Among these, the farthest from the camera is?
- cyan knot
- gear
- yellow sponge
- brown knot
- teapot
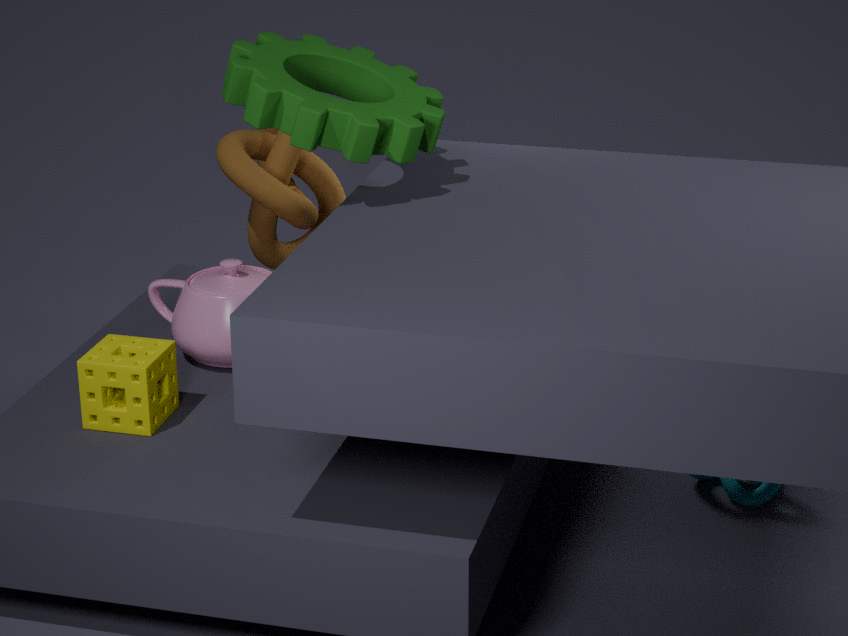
brown knot
